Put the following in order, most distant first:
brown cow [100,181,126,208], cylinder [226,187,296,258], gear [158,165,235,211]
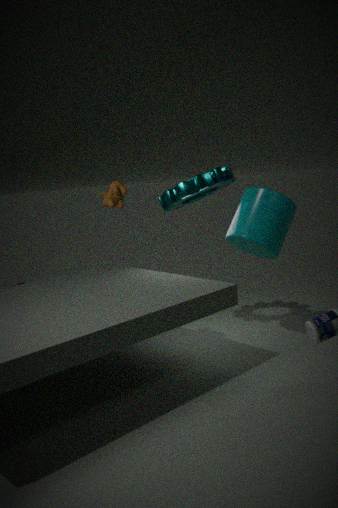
gear [158,165,235,211]
cylinder [226,187,296,258]
brown cow [100,181,126,208]
